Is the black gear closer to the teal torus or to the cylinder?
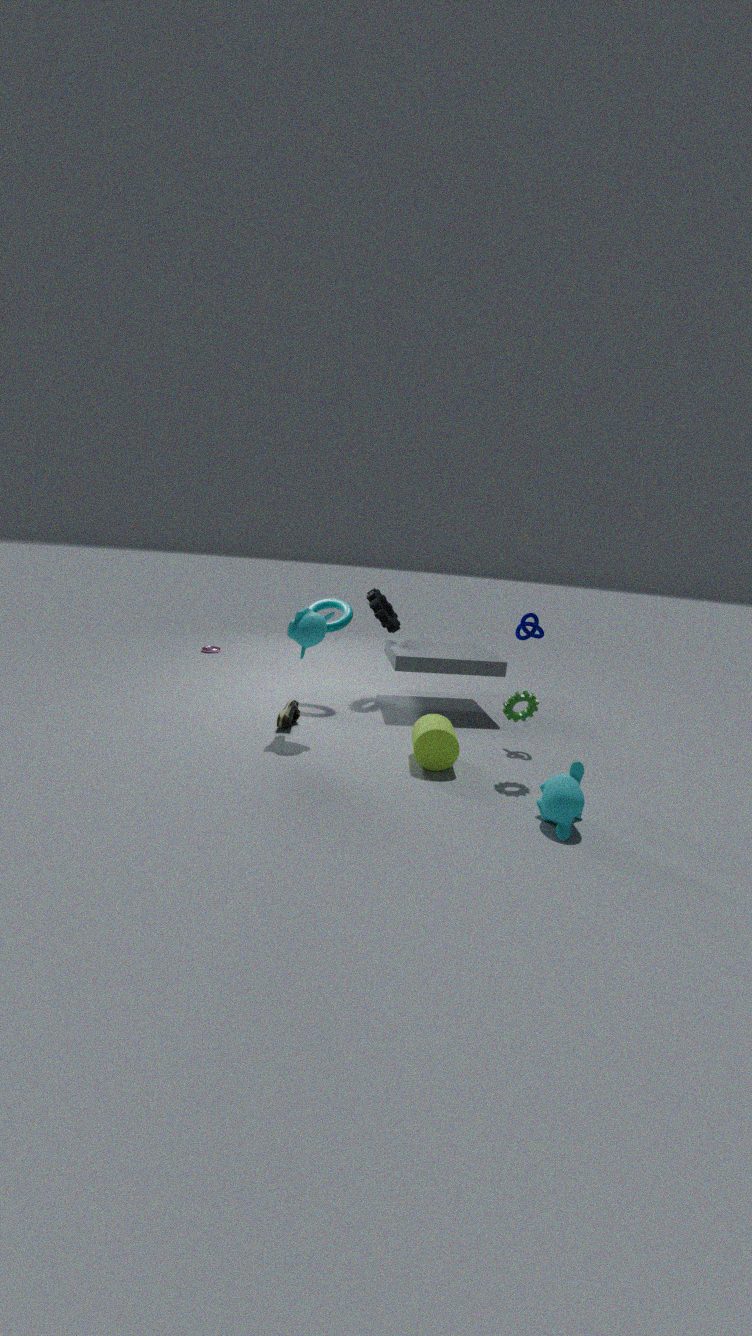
the teal torus
